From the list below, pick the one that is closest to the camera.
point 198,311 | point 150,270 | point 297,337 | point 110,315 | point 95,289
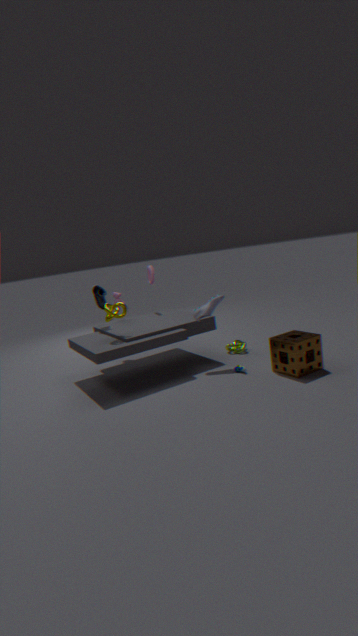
point 297,337
